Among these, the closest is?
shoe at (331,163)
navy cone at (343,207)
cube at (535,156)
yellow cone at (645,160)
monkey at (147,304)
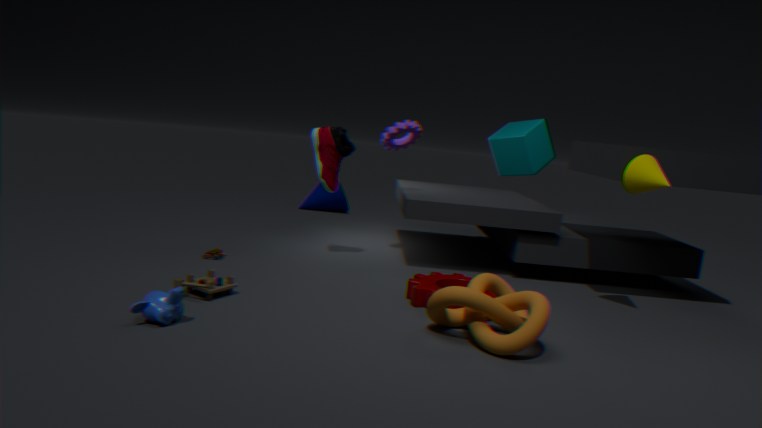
monkey at (147,304)
